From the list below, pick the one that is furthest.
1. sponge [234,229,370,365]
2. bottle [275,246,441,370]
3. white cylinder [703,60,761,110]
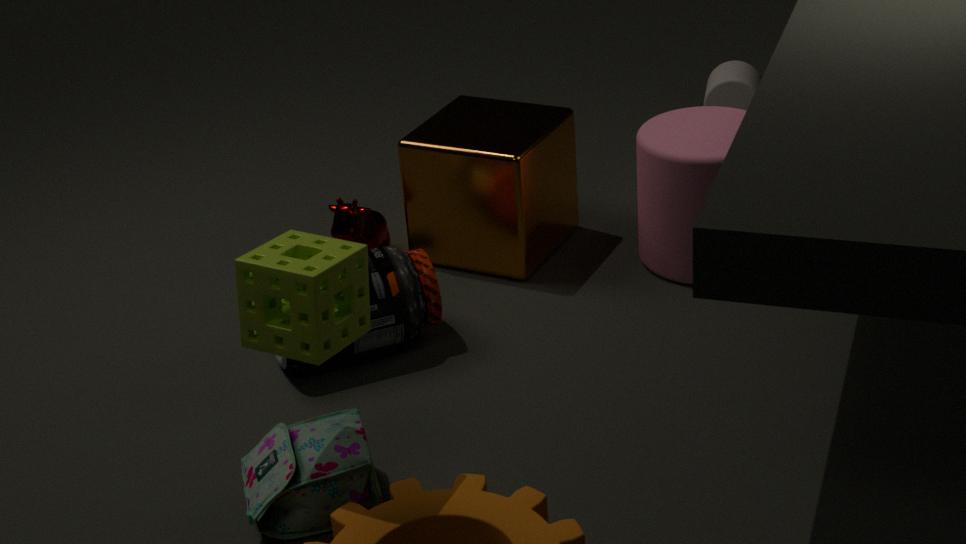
white cylinder [703,60,761,110]
